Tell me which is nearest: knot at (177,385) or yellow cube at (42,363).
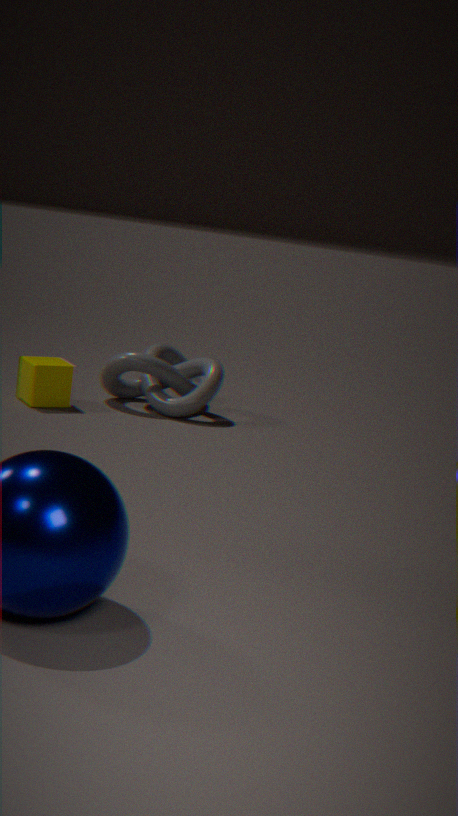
yellow cube at (42,363)
